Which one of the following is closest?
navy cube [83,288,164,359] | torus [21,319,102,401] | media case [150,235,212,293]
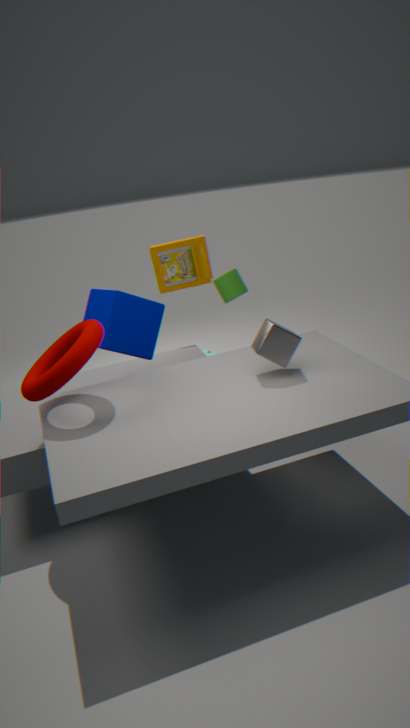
torus [21,319,102,401]
